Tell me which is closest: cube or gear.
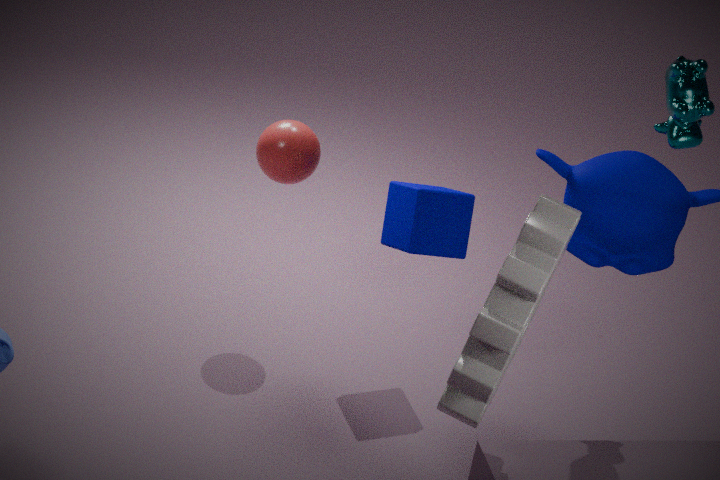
gear
